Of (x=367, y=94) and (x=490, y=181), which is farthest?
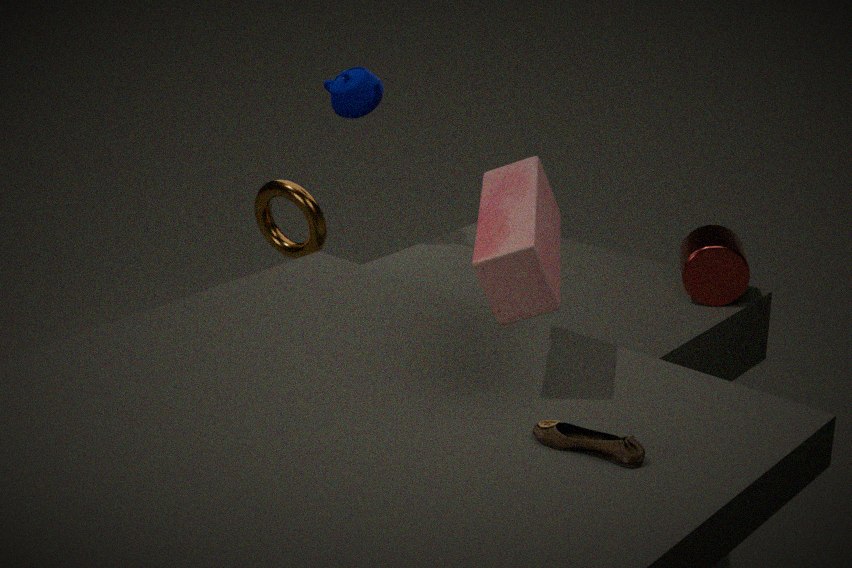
(x=367, y=94)
